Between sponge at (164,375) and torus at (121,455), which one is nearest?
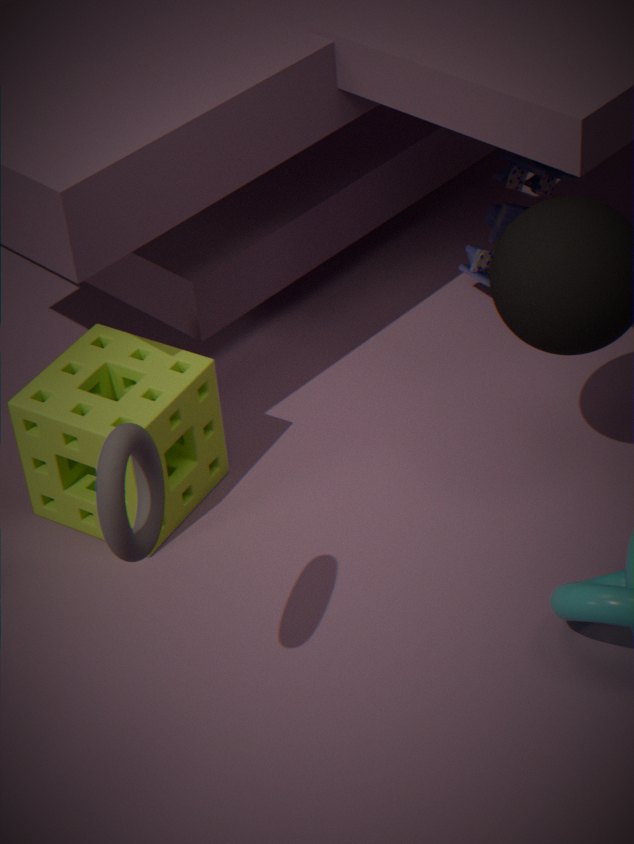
torus at (121,455)
